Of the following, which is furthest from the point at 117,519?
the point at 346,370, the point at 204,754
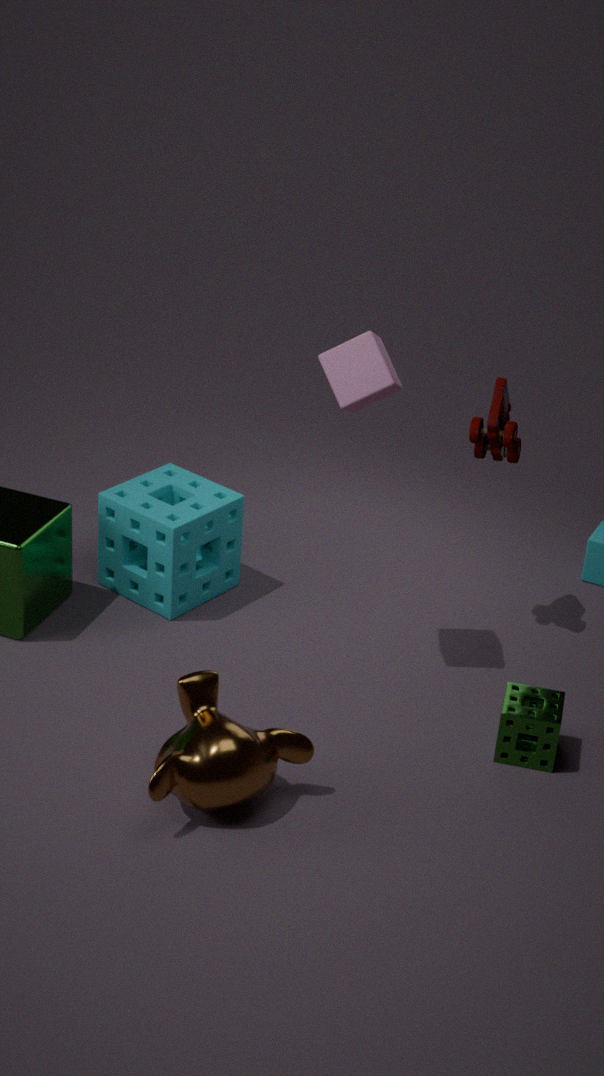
the point at 204,754
